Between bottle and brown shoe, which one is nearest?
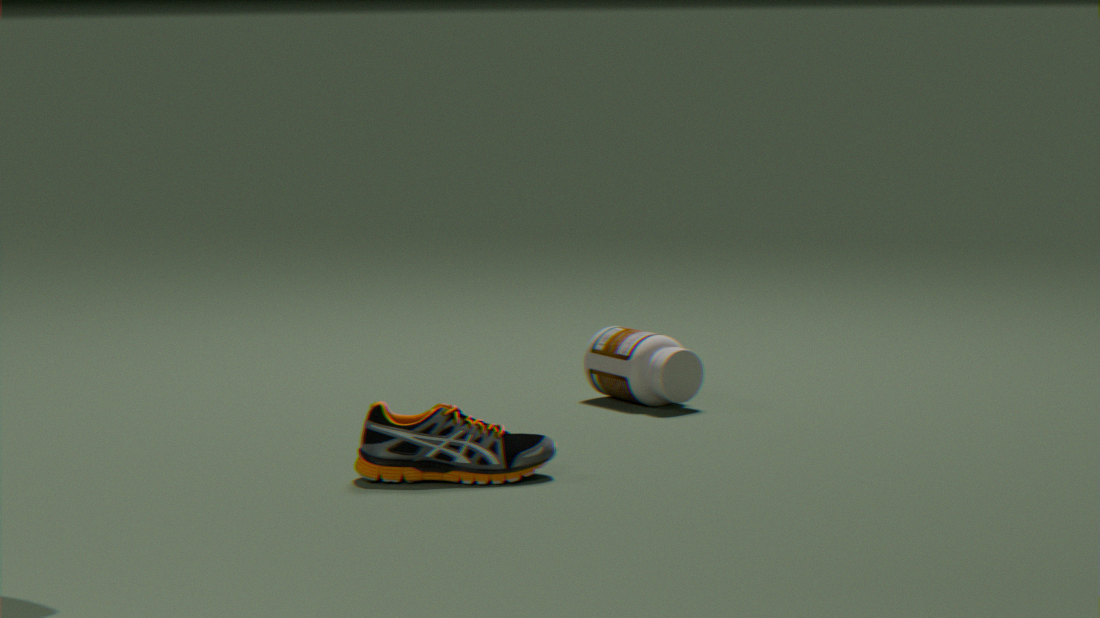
brown shoe
